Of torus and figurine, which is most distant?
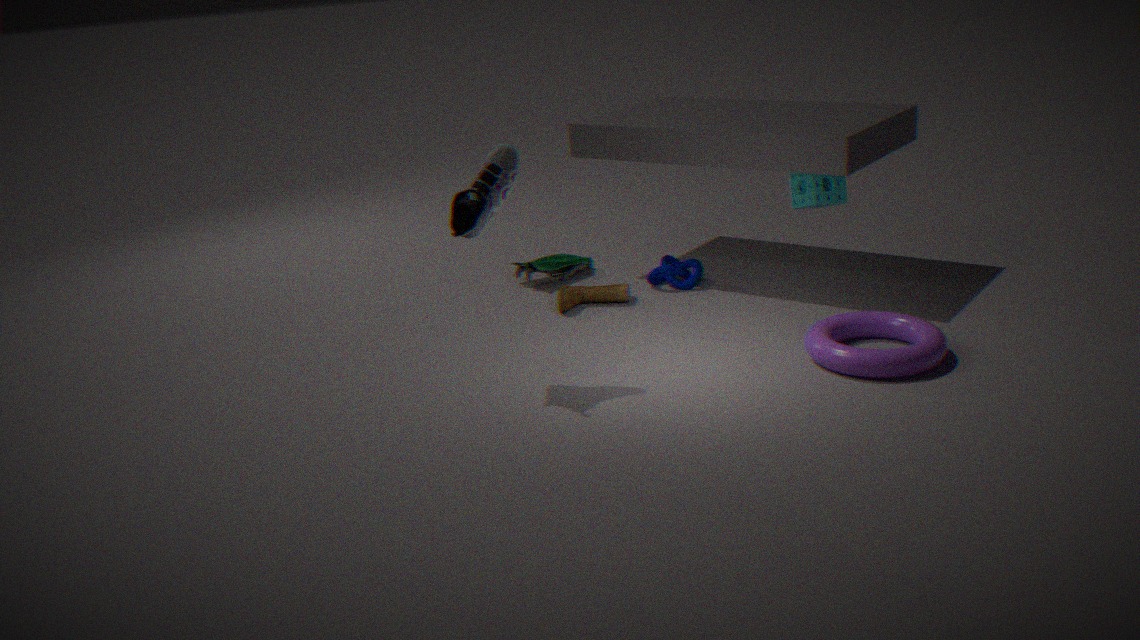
figurine
